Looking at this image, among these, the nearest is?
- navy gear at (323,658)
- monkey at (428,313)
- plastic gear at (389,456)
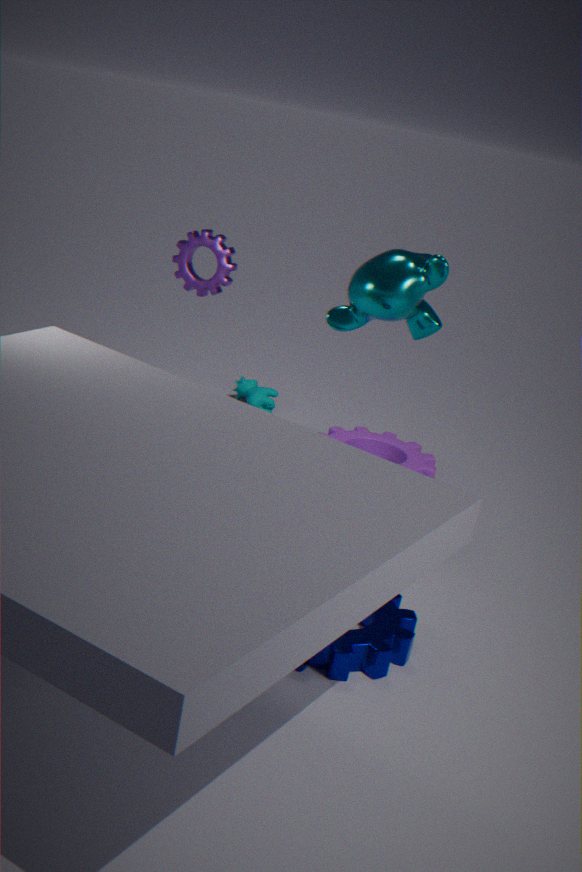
navy gear at (323,658)
